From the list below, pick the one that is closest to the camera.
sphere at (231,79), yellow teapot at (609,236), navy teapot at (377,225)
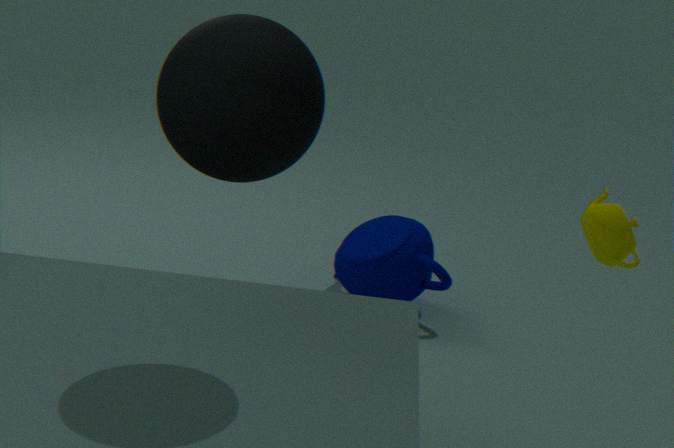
sphere at (231,79)
